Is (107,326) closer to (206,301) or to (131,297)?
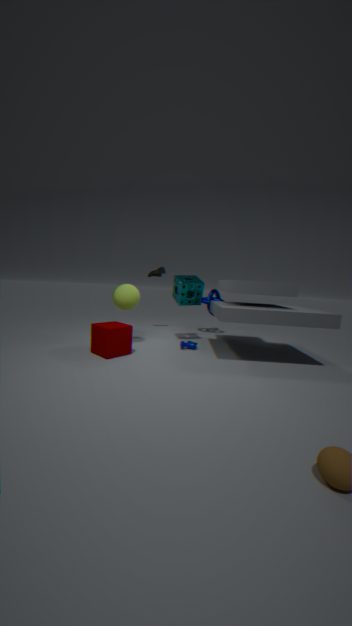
(131,297)
